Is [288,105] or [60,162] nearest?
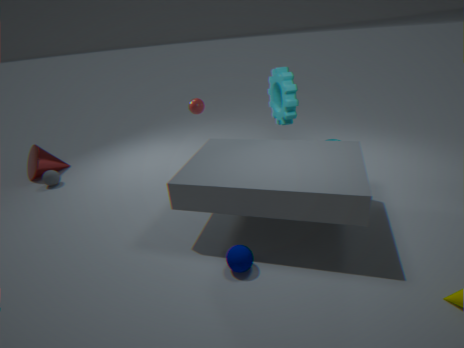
[288,105]
